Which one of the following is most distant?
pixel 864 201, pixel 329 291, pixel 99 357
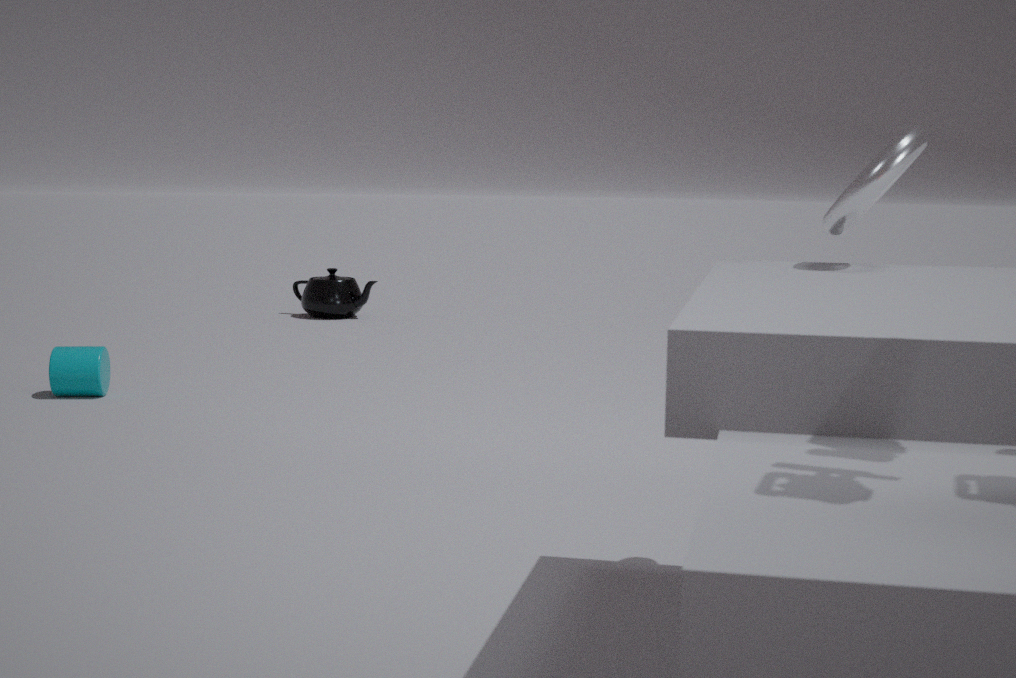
pixel 329 291
